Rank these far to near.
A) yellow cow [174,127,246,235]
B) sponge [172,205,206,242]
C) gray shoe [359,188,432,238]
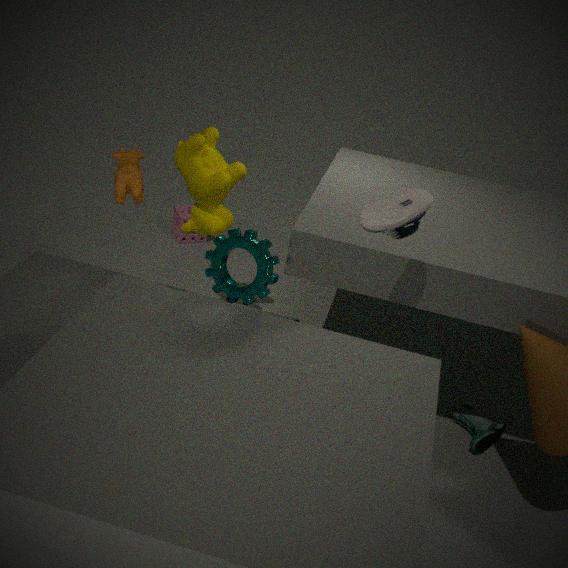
sponge [172,205,206,242]
yellow cow [174,127,246,235]
gray shoe [359,188,432,238]
